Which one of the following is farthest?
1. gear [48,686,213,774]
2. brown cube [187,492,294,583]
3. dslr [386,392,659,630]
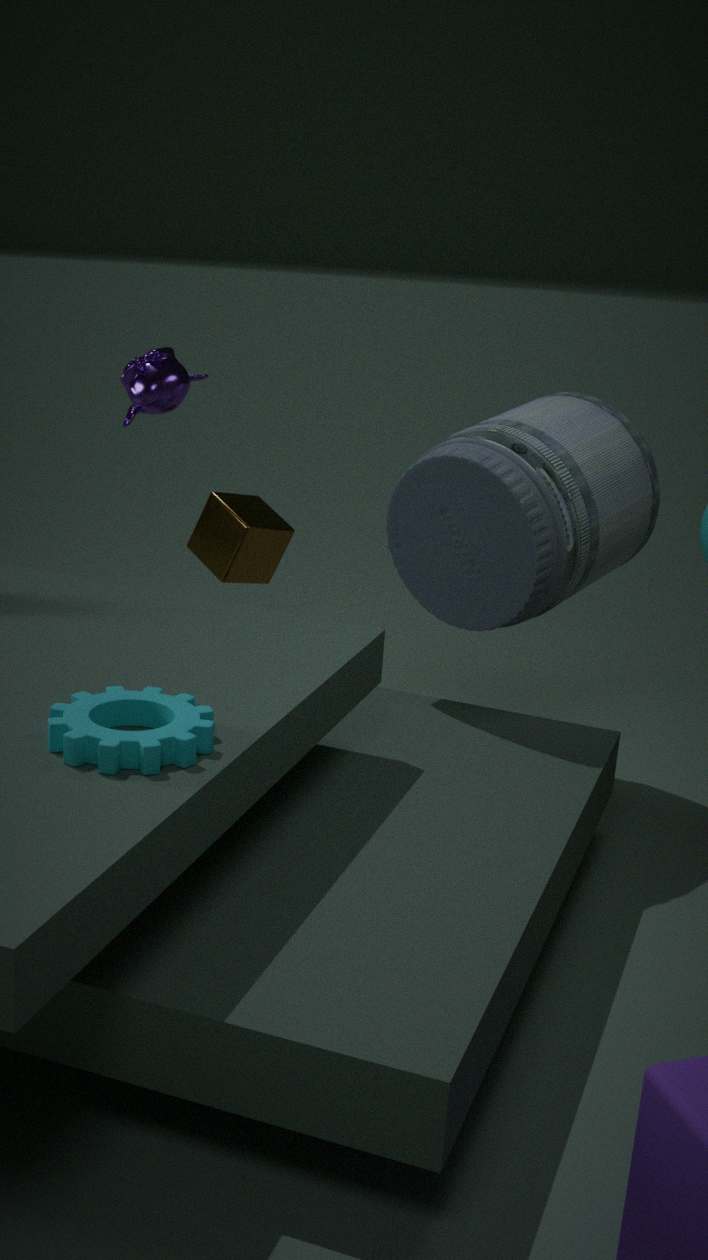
brown cube [187,492,294,583]
